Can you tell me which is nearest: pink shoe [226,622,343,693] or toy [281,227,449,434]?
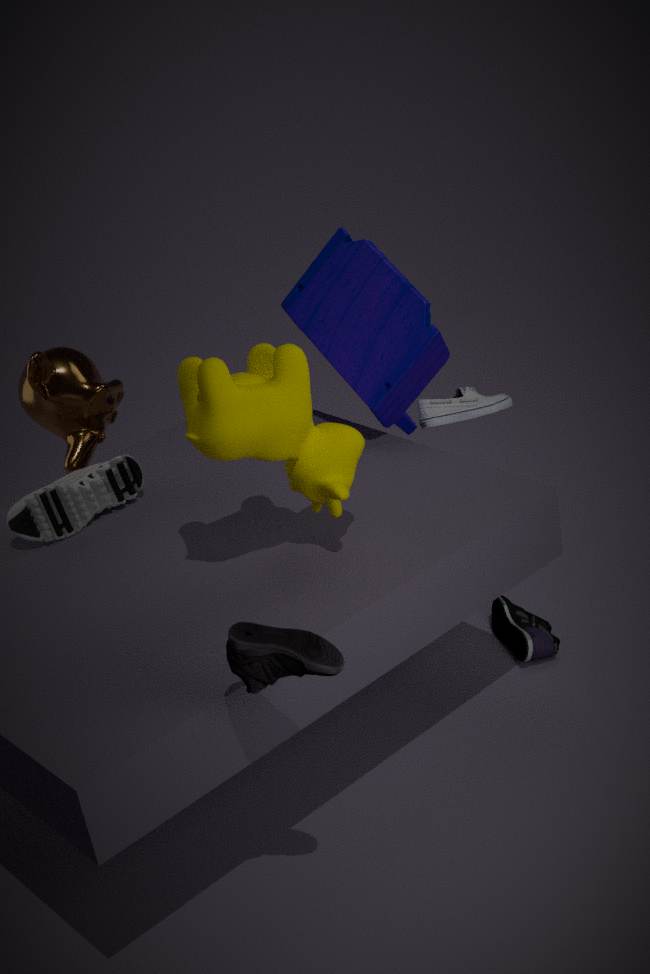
pink shoe [226,622,343,693]
